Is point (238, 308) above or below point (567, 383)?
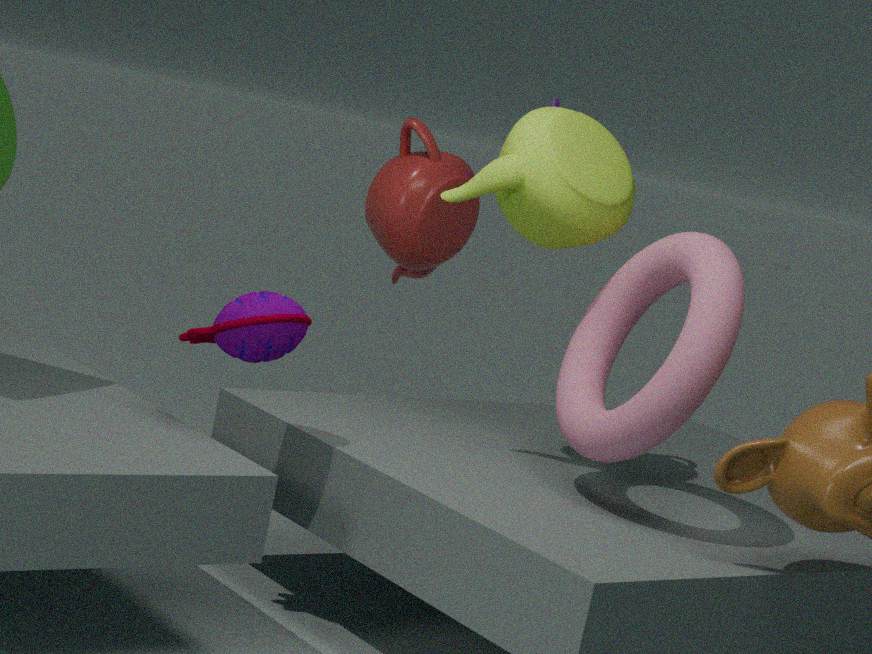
below
